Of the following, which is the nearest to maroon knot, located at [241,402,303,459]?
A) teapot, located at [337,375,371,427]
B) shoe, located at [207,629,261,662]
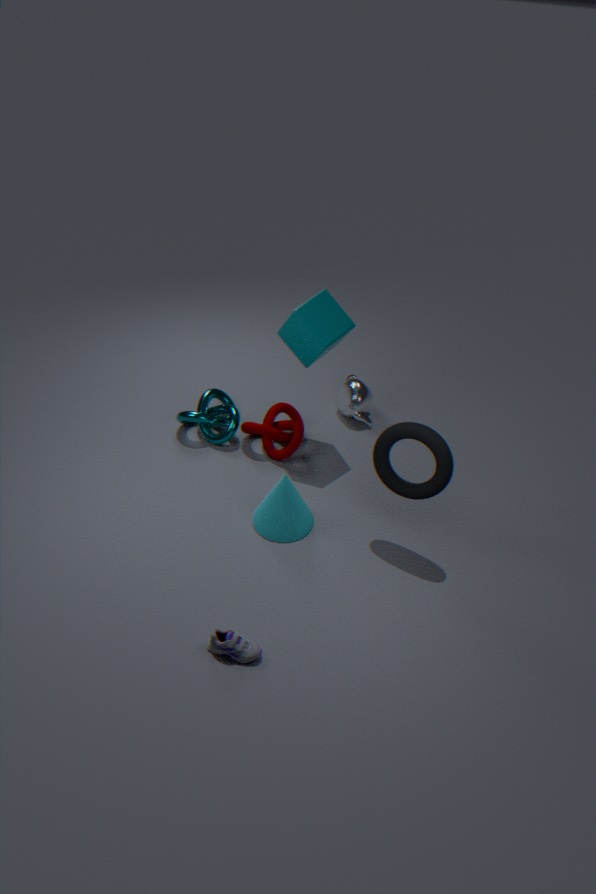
teapot, located at [337,375,371,427]
